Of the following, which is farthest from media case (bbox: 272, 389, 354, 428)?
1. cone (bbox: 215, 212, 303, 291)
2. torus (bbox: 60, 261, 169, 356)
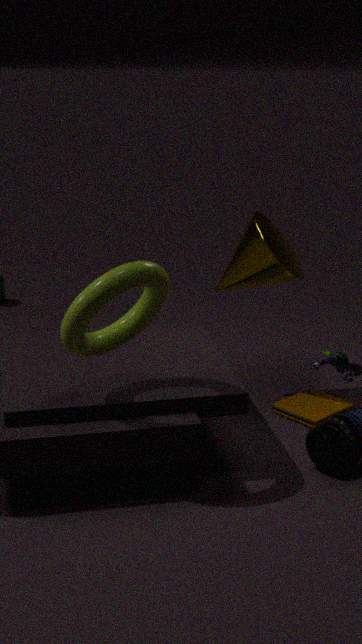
torus (bbox: 60, 261, 169, 356)
